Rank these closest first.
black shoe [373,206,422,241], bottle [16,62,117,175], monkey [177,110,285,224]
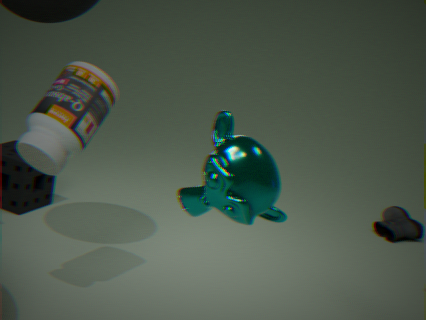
1. monkey [177,110,285,224]
2. bottle [16,62,117,175]
3. black shoe [373,206,422,241]
